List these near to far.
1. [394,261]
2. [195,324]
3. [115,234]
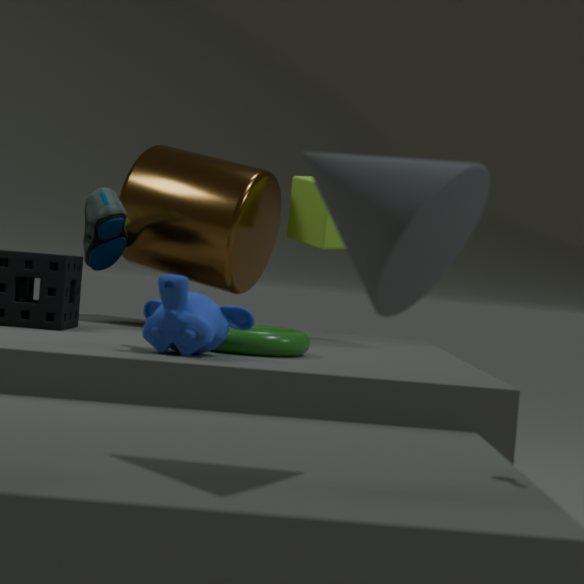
[394,261], [195,324], [115,234]
